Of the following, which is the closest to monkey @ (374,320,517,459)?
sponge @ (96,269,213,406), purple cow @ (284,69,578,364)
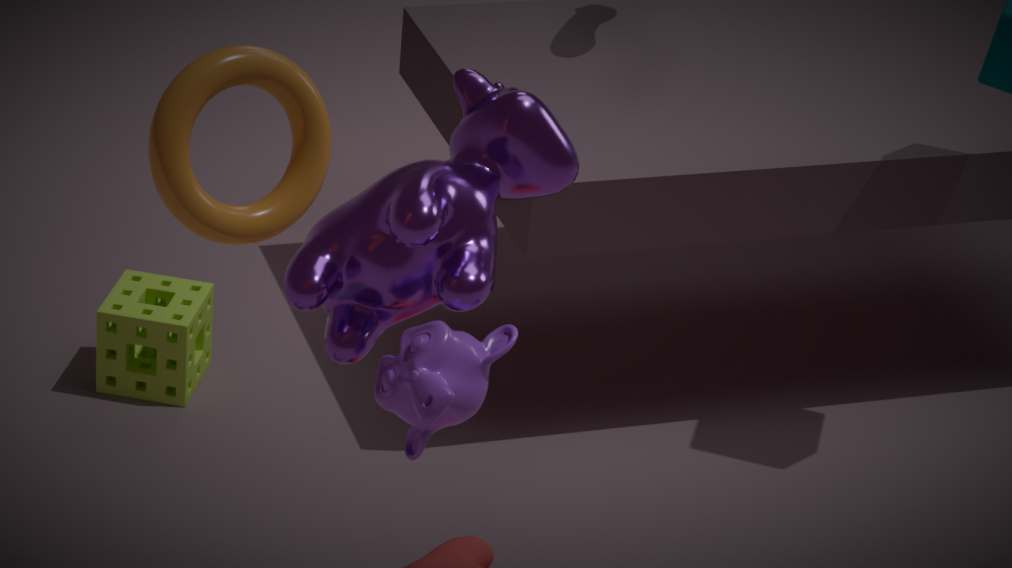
purple cow @ (284,69,578,364)
